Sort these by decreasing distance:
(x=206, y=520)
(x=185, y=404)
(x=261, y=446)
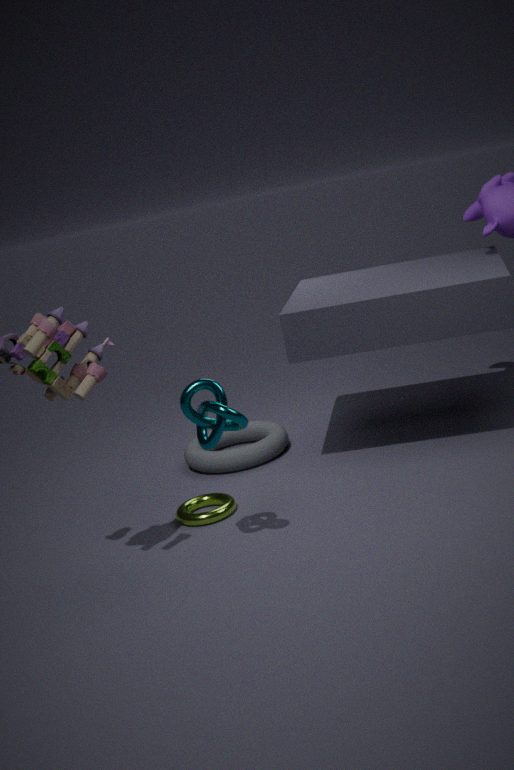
1. (x=261, y=446)
2. (x=206, y=520)
3. (x=185, y=404)
